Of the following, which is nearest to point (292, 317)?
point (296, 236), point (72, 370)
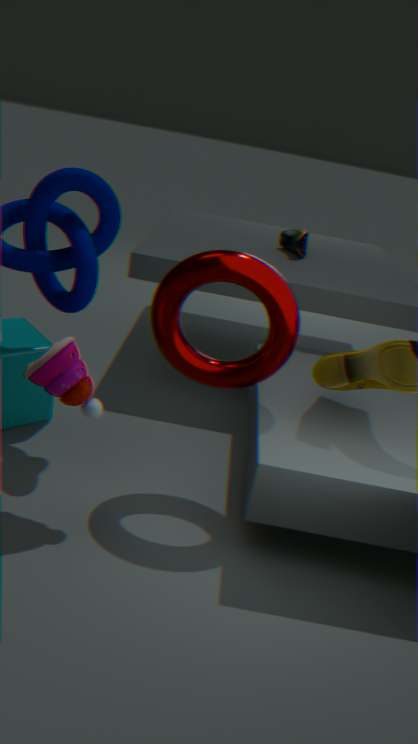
point (72, 370)
